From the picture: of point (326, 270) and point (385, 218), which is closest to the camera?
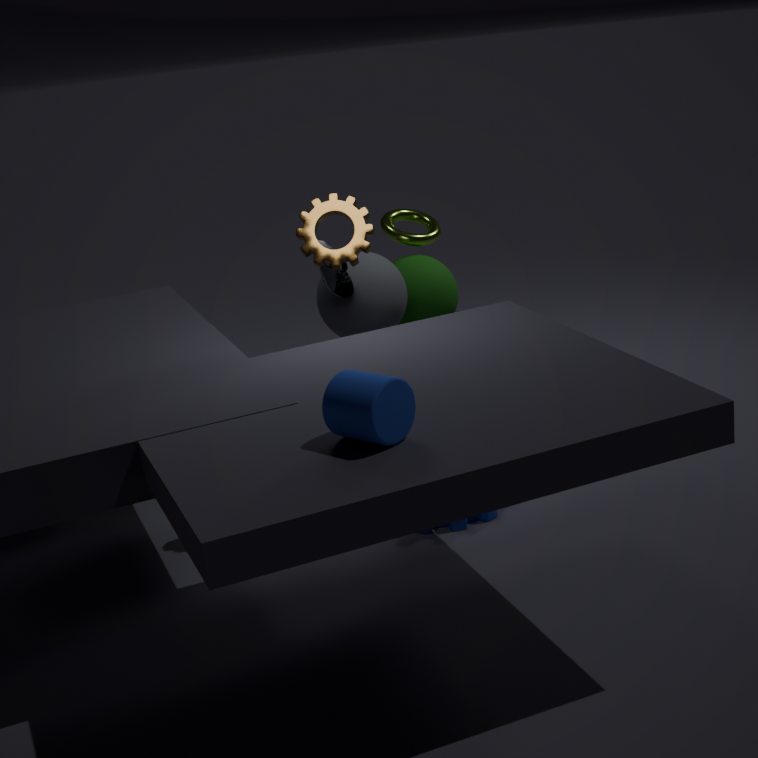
point (326, 270)
